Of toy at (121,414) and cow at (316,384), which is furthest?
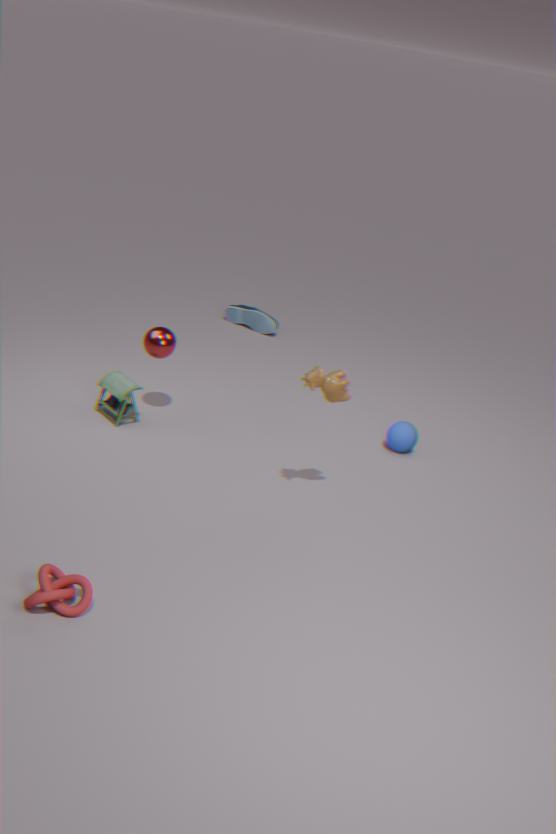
toy at (121,414)
